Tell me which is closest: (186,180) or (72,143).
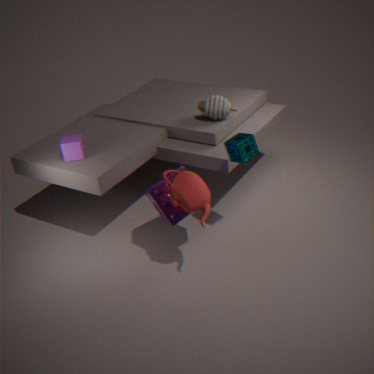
(186,180)
